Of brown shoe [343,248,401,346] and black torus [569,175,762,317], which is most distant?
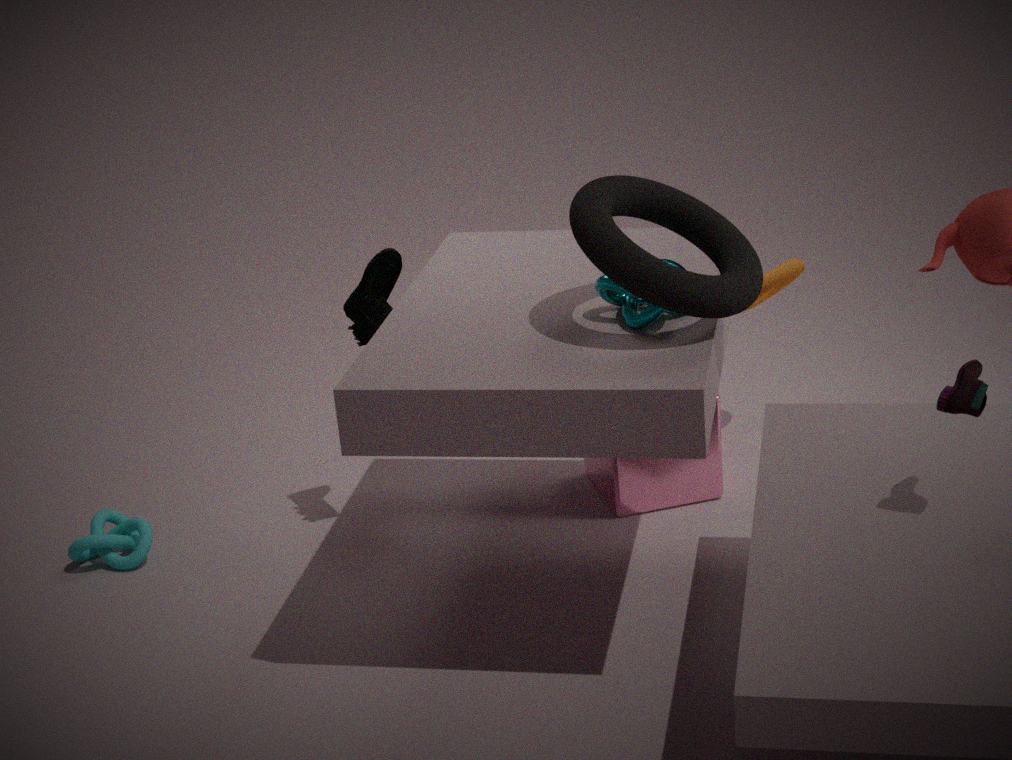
brown shoe [343,248,401,346]
